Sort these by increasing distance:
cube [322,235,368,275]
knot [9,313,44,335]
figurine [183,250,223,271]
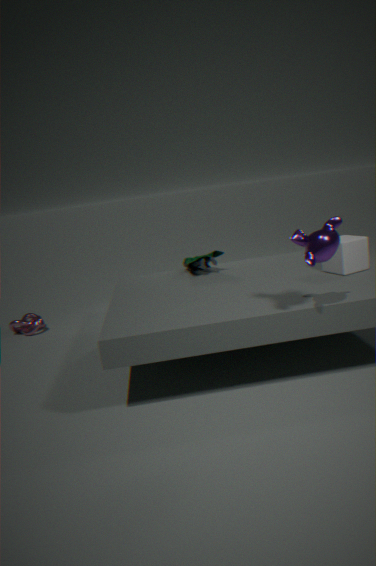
cube [322,235,368,275]
figurine [183,250,223,271]
knot [9,313,44,335]
